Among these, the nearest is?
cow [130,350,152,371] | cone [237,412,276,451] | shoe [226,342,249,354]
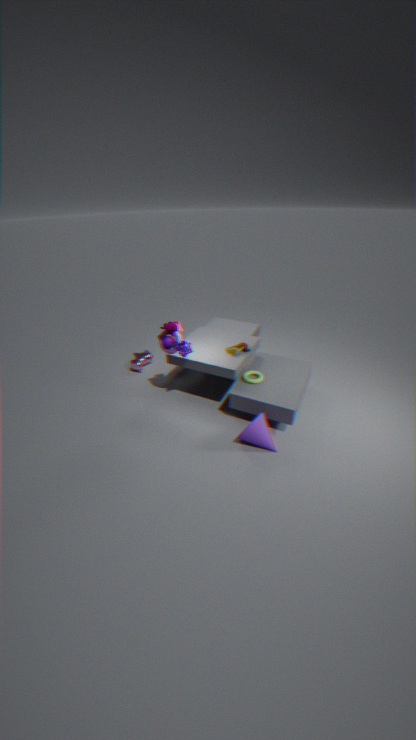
cone [237,412,276,451]
